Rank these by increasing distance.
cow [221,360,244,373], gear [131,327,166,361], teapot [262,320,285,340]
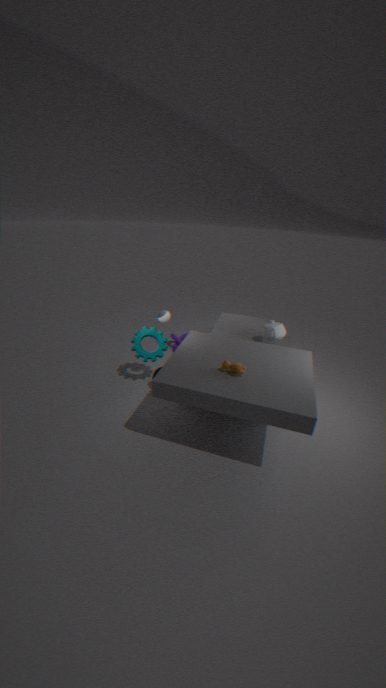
cow [221,360,244,373] < teapot [262,320,285,340] < gear [131,327,166,361]
